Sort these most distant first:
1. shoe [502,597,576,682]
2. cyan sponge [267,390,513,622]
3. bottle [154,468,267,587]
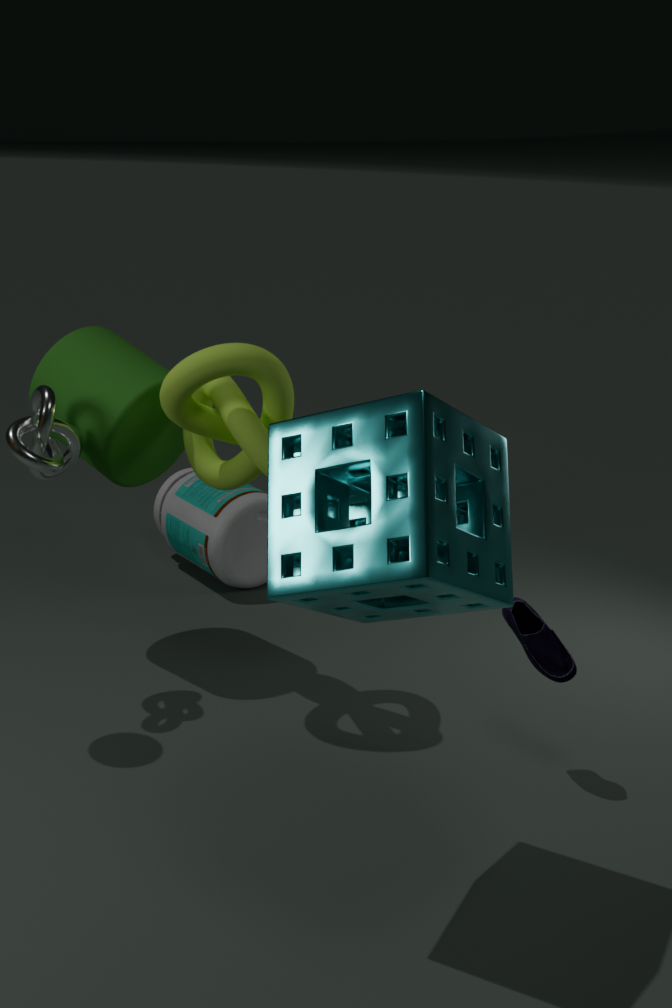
bottle [154,468,267,587], shoe [502,597,576,682], cyan sponge [267,390,513,622]
